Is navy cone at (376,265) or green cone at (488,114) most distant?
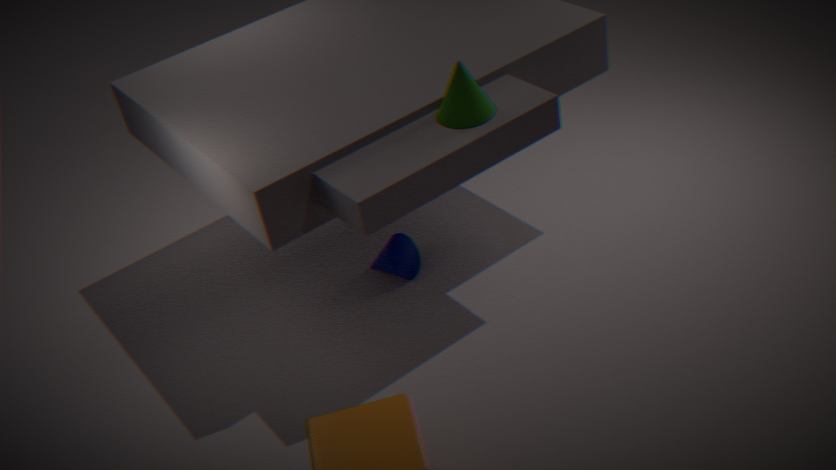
navy cone at (376,265)
